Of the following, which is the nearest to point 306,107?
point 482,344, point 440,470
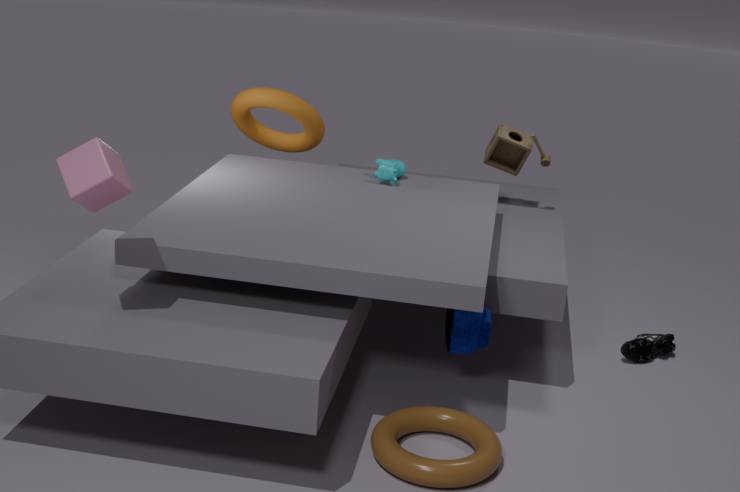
point 482,344
